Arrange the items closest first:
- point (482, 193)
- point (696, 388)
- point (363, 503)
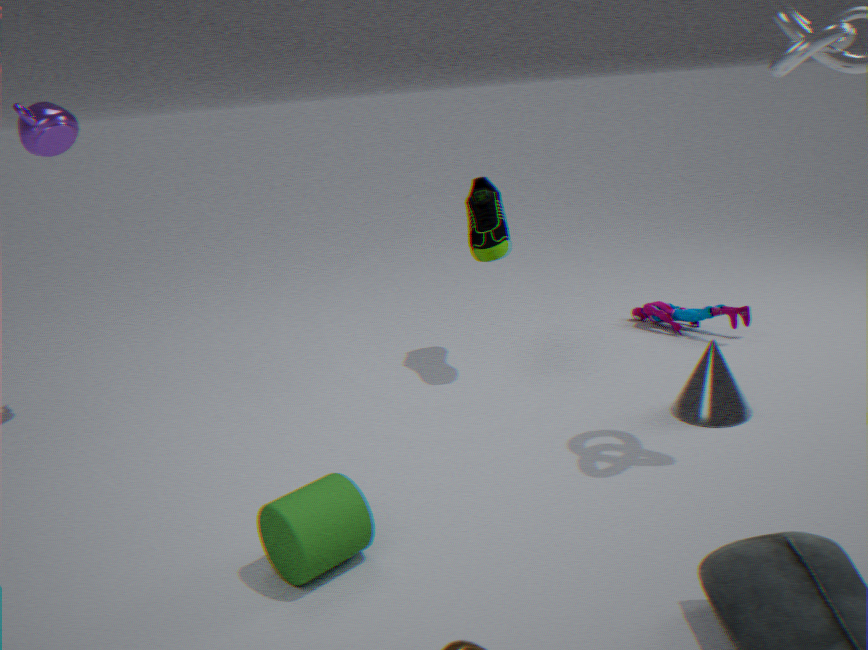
point (363, 503) → point (696, 388) → point (482, 193)
